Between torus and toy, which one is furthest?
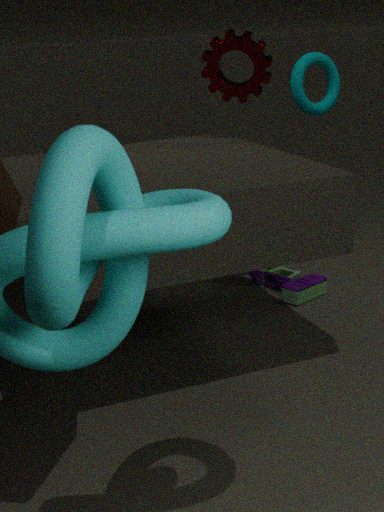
toy
